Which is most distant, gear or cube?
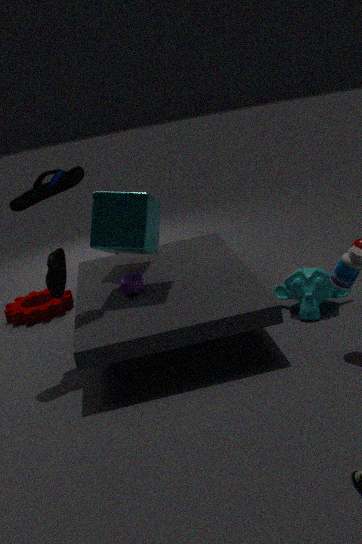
gear
